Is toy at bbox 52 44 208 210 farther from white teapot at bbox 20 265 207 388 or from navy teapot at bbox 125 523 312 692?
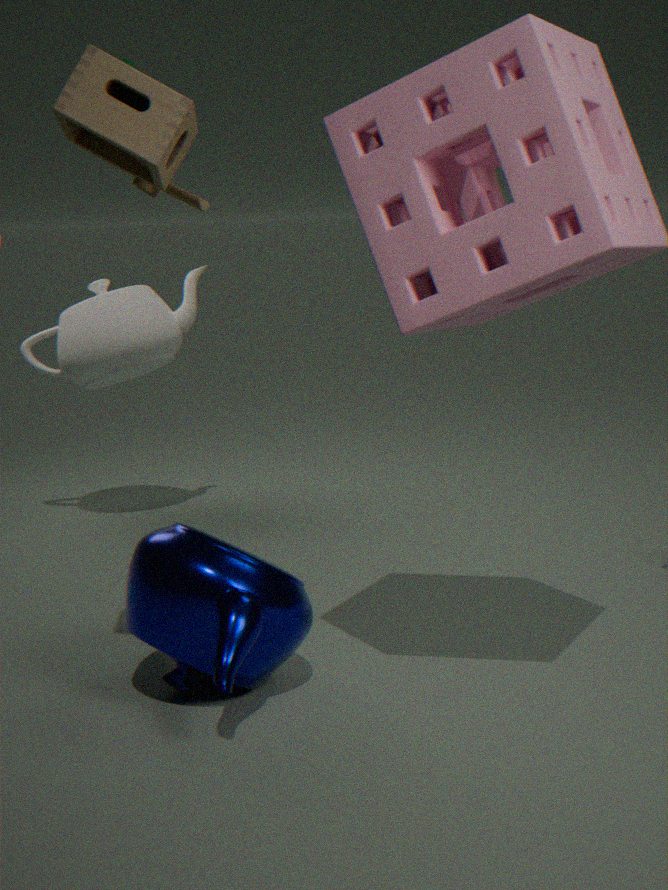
white teapot at bbox 20 265 207 388
